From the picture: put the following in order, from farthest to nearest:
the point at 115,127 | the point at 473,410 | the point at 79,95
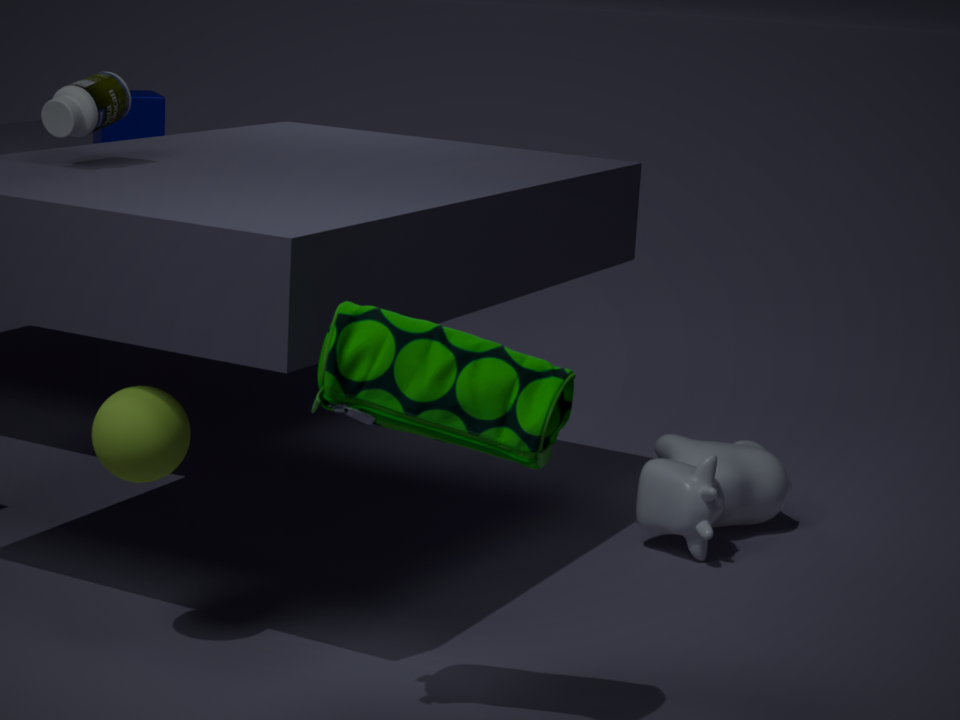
the point at 115,127
the point at 79,95
the point at 473,410
